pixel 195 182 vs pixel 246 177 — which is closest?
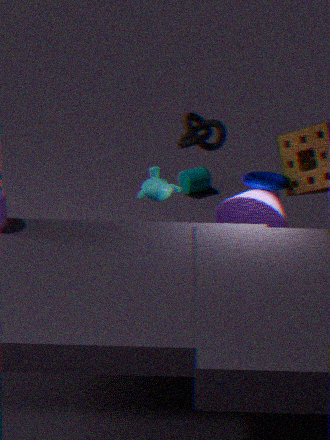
pixel 246 177
